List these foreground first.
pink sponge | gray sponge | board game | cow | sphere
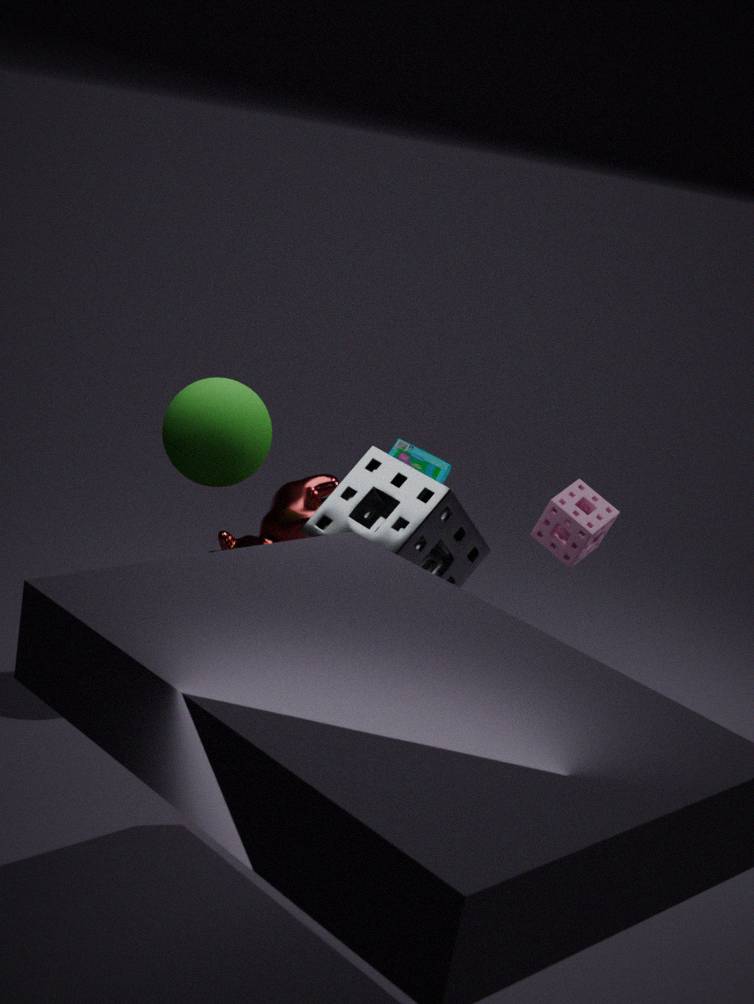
gray sponge, sphere, pink sponge, cow, board game
